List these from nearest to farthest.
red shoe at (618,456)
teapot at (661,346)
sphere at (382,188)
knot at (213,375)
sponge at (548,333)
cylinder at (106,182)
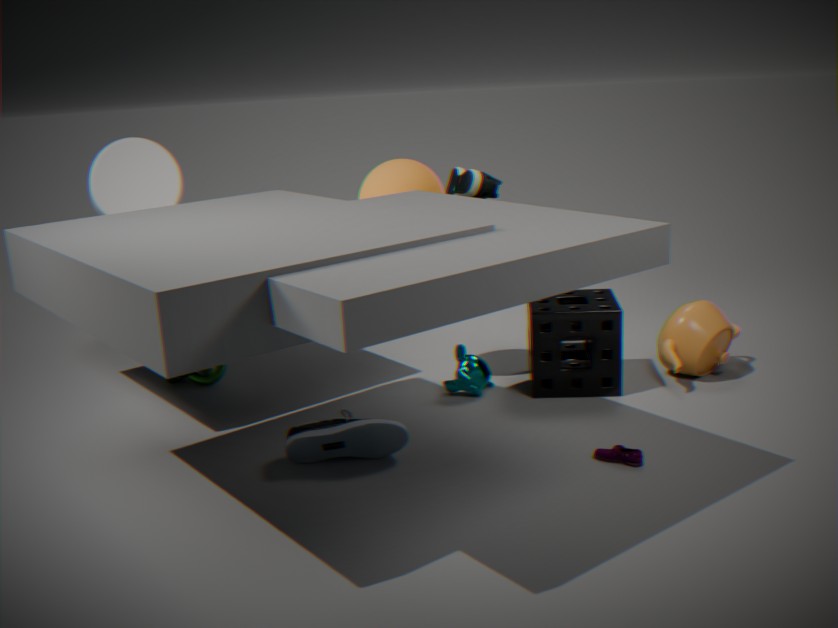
red shoe at (618,456)
cylinder at (106,182)
sphere at (382,188)
sponge at (548,333)
teapot at (661,346)
knot at (213,375)
